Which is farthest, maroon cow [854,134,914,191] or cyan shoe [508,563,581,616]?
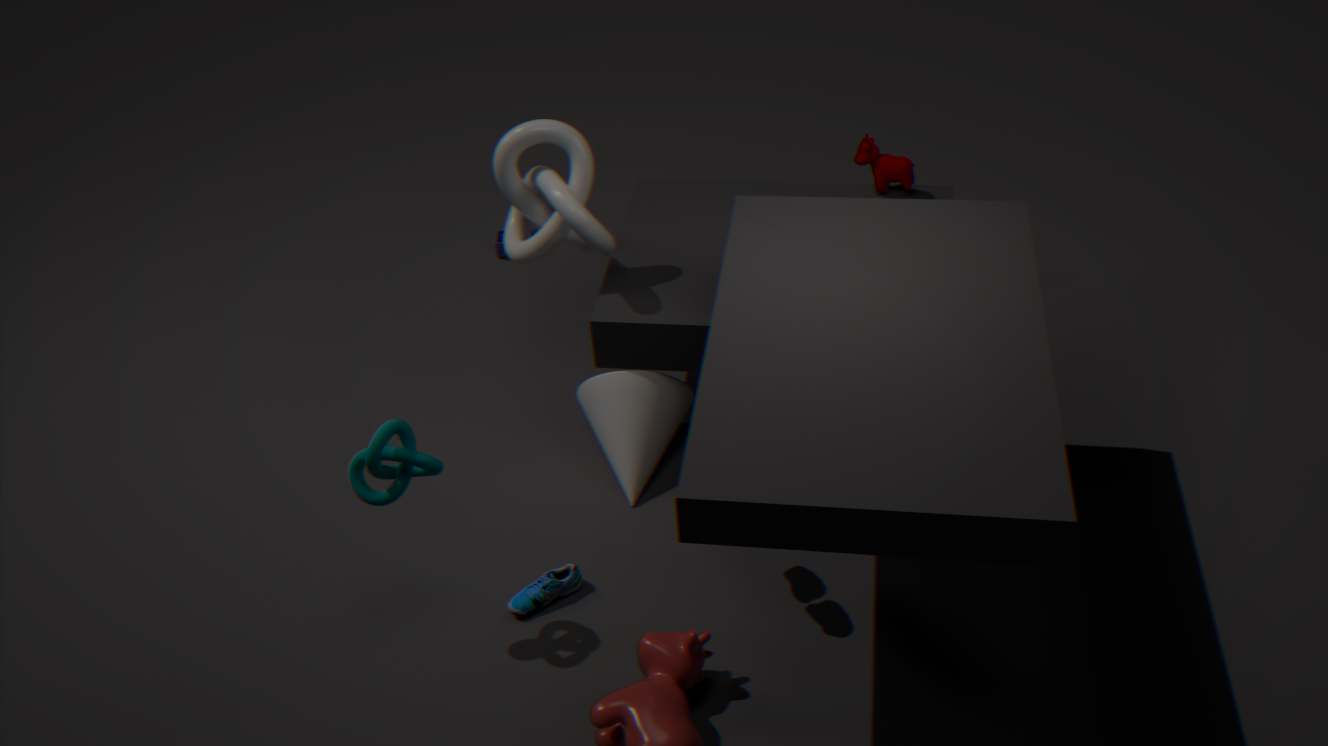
maroon cow [854,134,914,191]
